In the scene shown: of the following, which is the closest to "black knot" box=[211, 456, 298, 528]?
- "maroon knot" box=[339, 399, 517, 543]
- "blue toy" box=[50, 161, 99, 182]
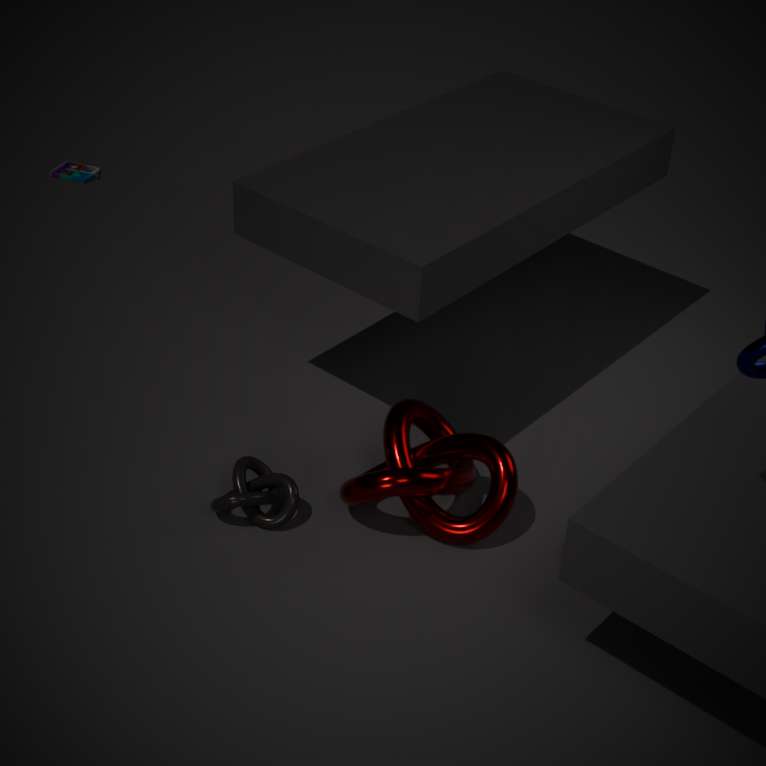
"maroon knot" box=[339, 399, 517, 543]
